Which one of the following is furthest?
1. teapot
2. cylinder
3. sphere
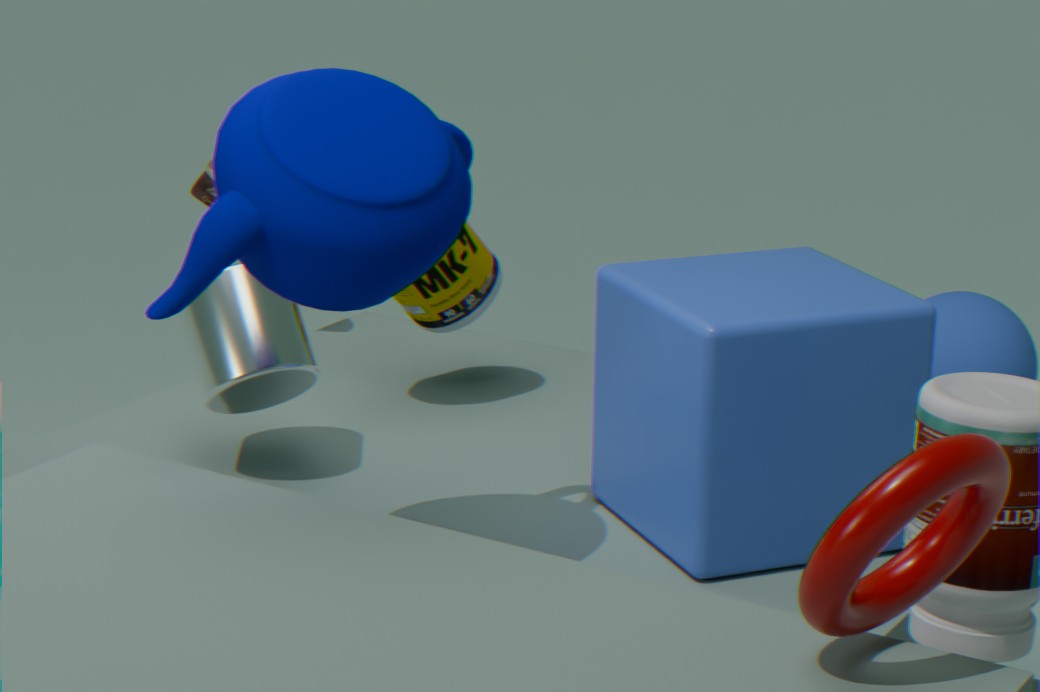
sphere
